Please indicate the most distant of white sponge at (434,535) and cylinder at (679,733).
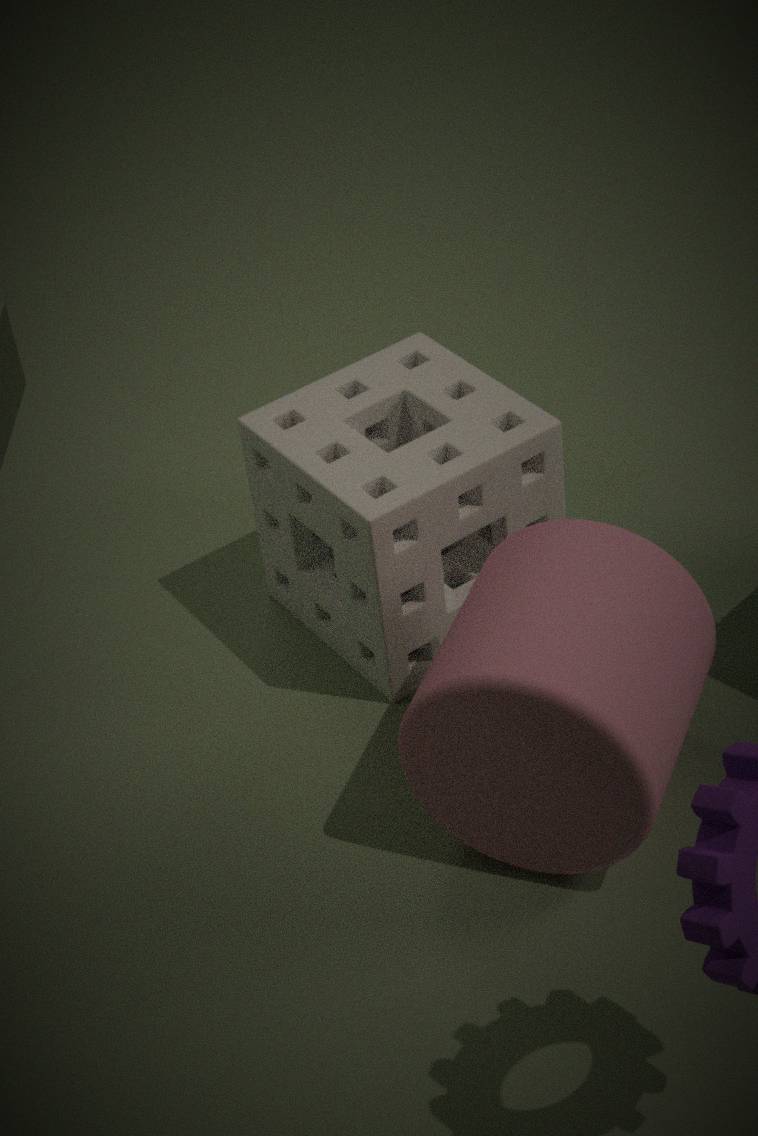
white sponge at (434,535)
